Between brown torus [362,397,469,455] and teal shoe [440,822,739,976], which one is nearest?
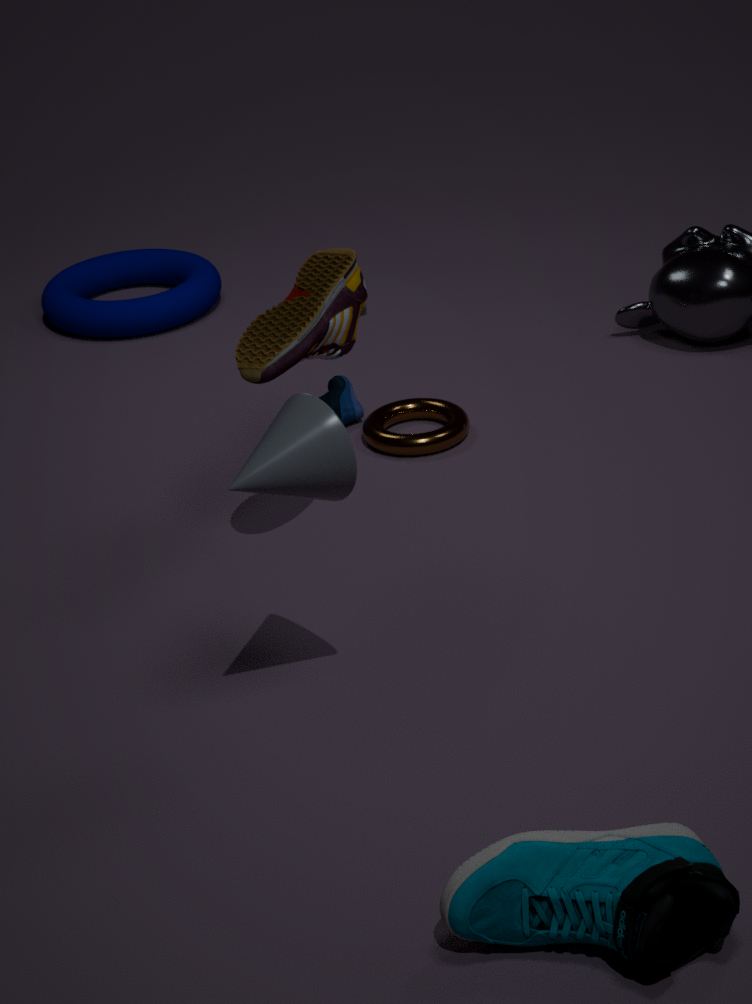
teal shoe [440,822,739,976]
